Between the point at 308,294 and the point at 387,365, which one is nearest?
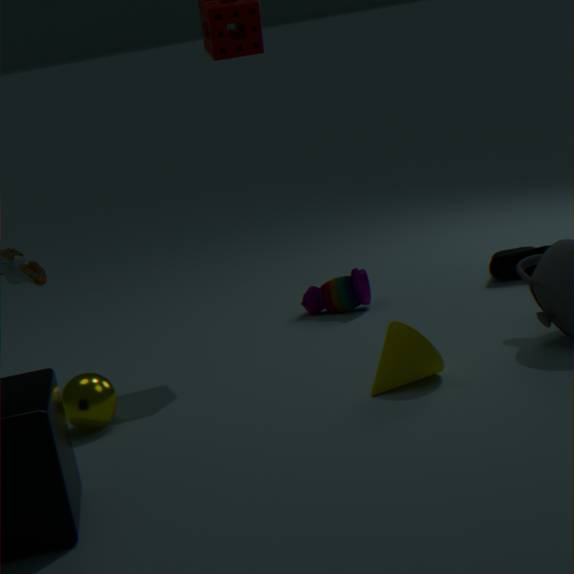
the point at 387,365
